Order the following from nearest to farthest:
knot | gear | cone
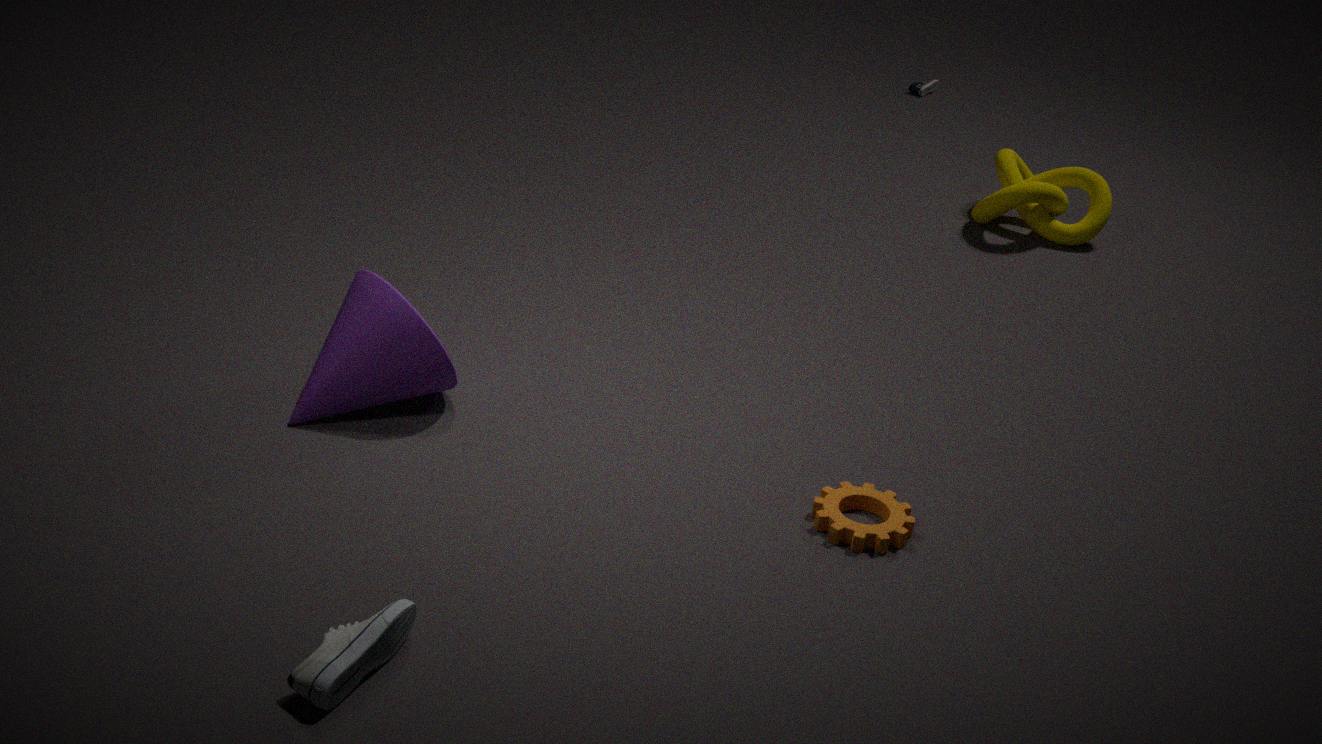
gear
cone
knot
